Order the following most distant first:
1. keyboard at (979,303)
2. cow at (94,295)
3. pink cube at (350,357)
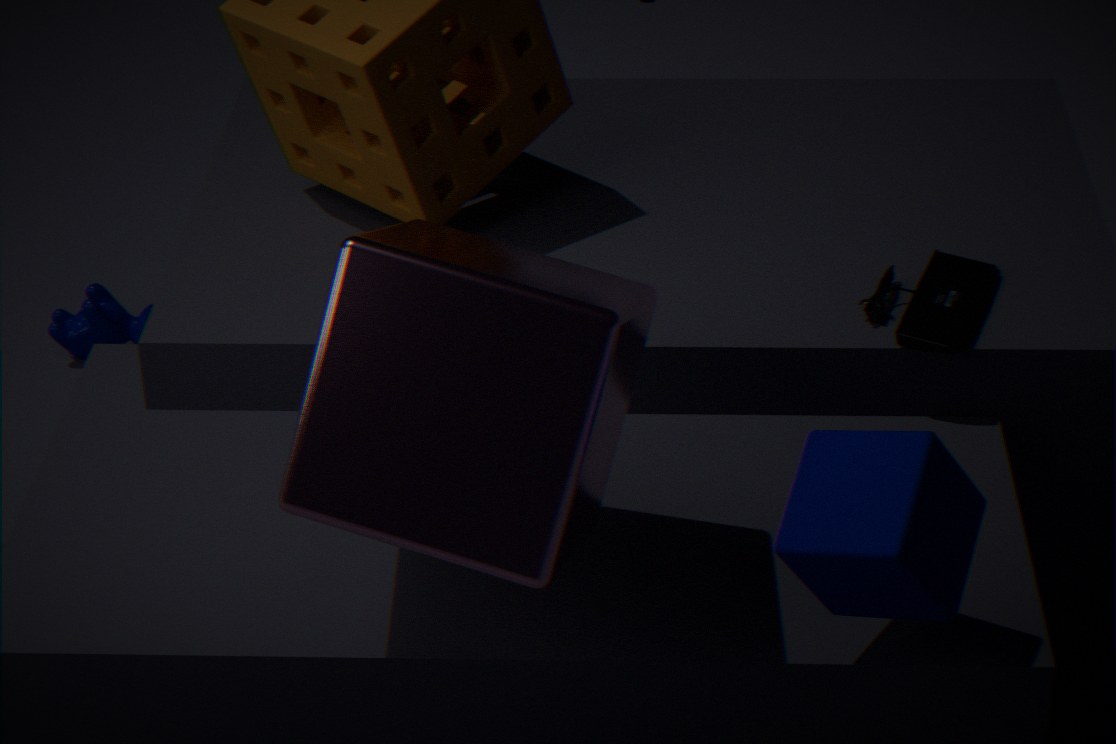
1. cow at (94,295)
2. keyboard at (979,303)
3. pink cube at (350,357)
